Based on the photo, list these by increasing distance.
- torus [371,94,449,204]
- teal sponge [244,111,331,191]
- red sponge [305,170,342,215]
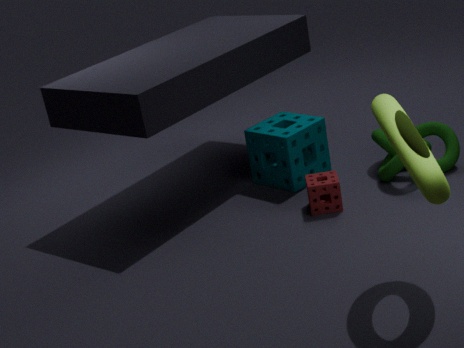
torus [371,94,449,204]
red sponge [305,170,342,215]
teal sponge [244,111,331,191]
